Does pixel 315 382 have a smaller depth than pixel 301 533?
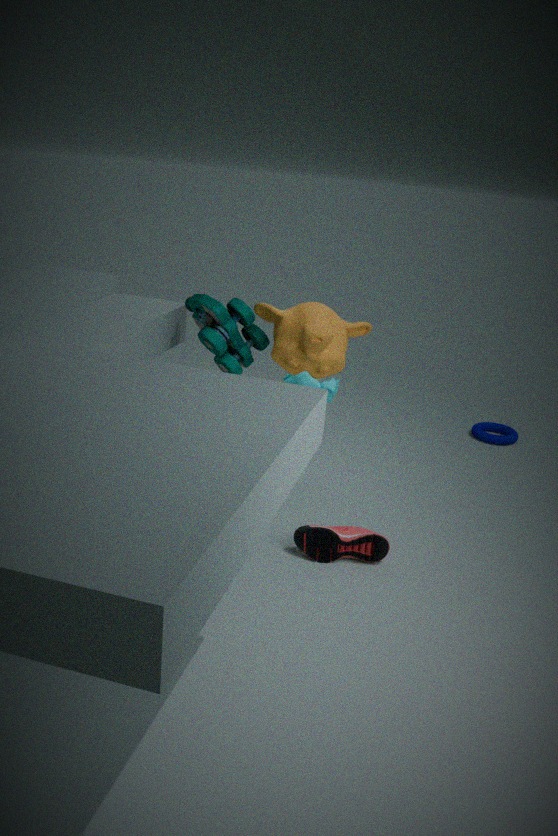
No
